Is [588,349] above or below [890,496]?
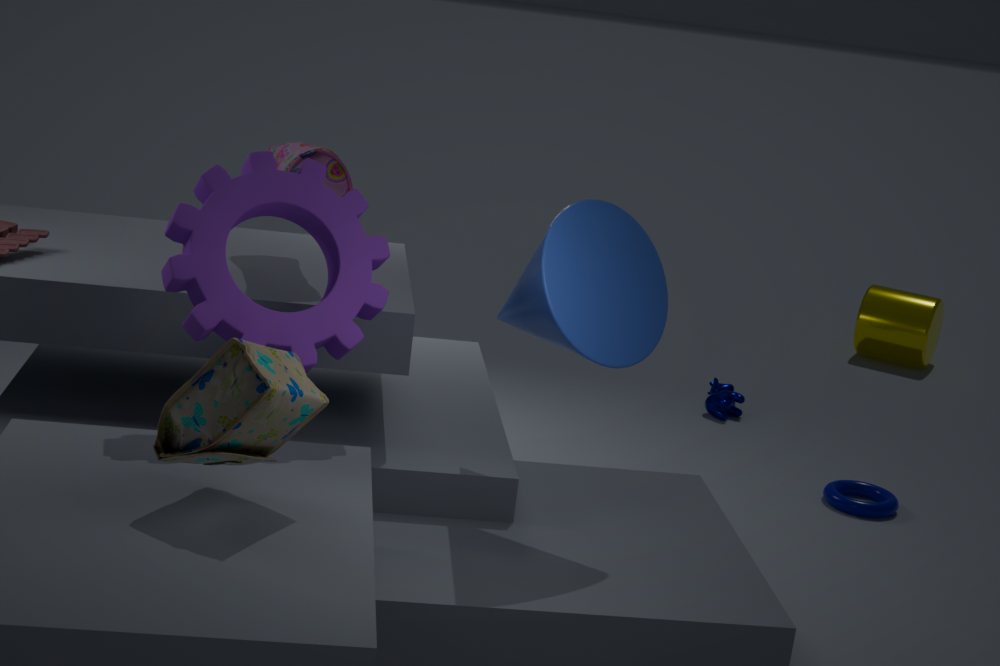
above
